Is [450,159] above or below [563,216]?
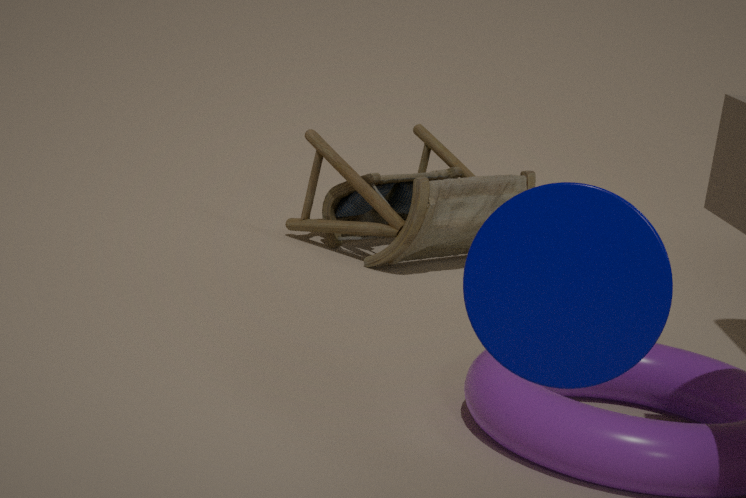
below
